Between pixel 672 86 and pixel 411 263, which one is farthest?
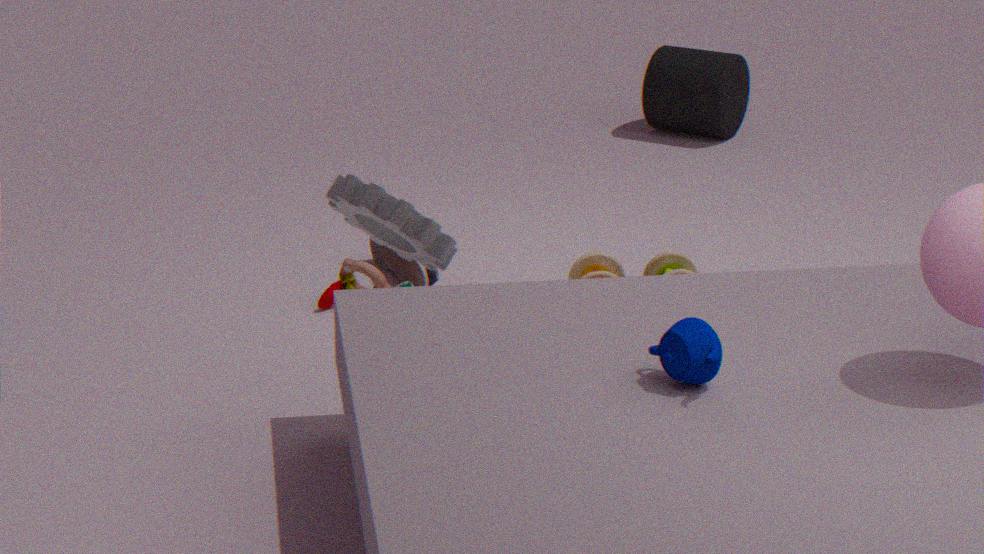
pixel 672 86
